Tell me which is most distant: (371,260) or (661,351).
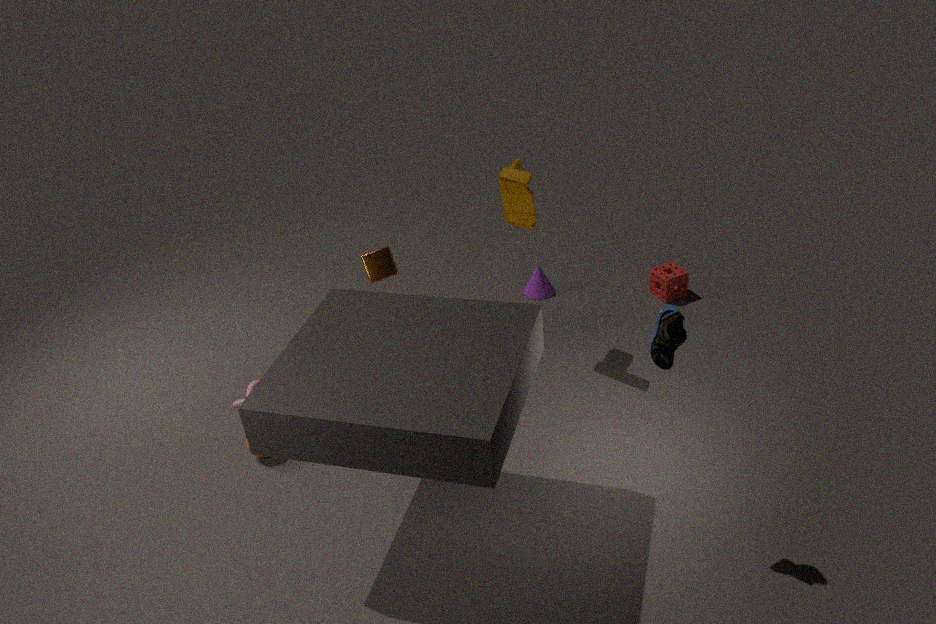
(371,260)
